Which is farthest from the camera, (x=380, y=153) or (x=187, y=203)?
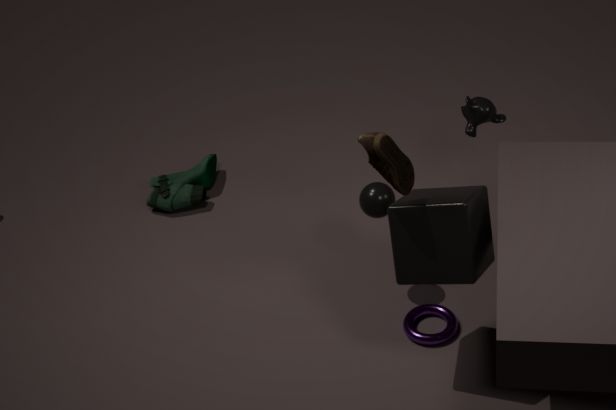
(x=187, y=203)
